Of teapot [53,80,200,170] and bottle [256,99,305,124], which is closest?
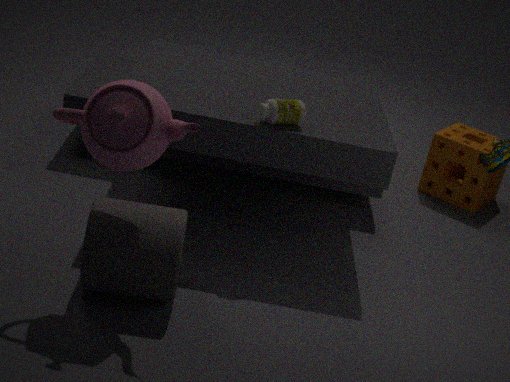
teapot [53,80,200,170]
